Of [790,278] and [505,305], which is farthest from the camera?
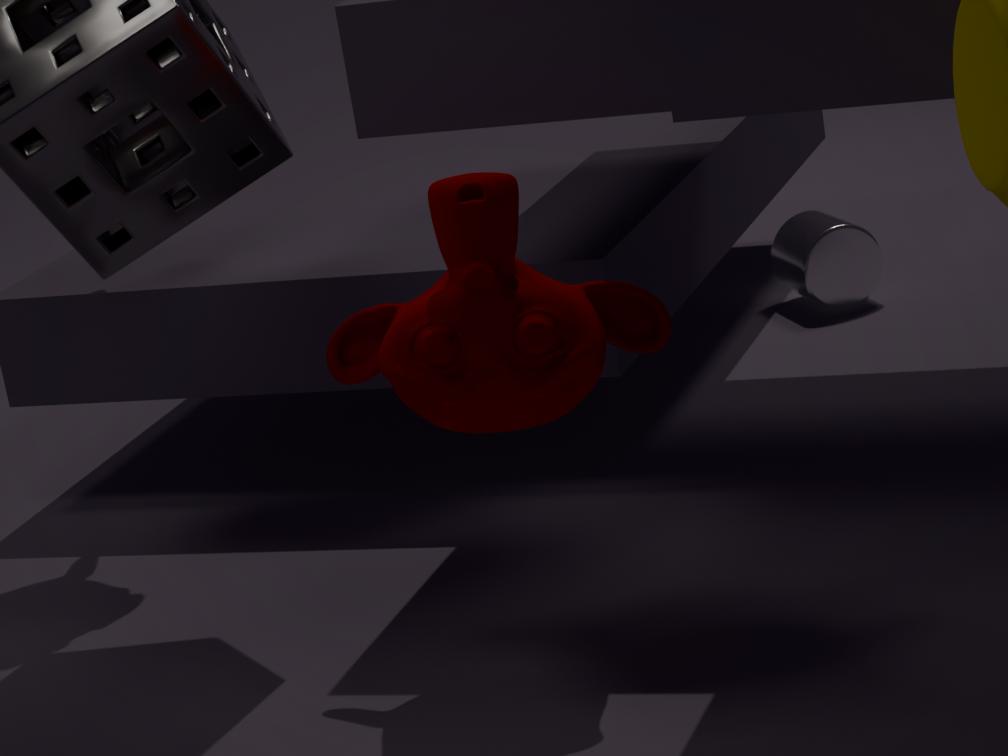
[790,278]
